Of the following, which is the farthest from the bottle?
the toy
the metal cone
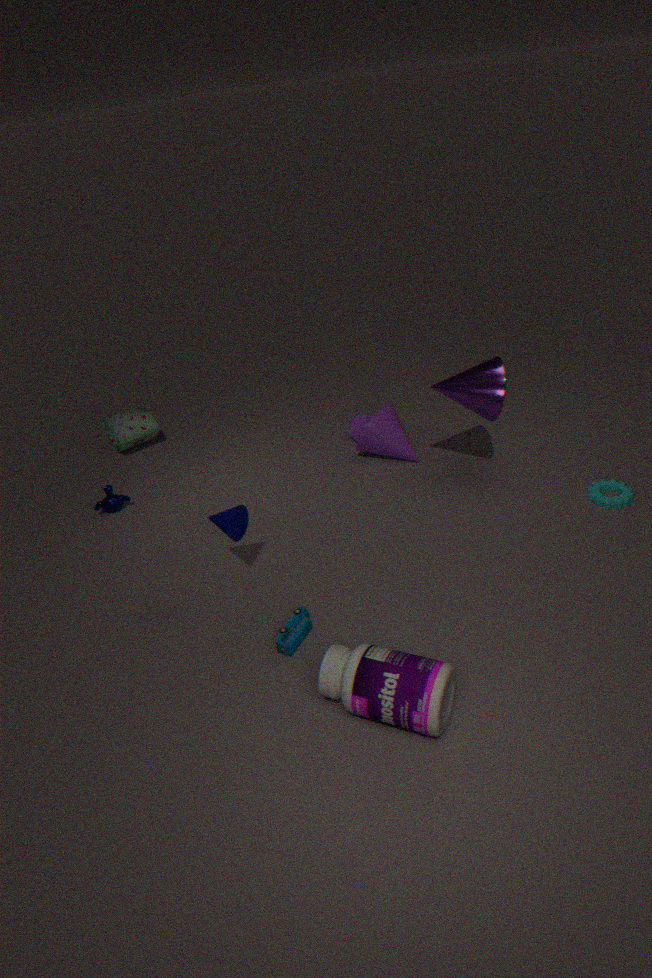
the metal cone
